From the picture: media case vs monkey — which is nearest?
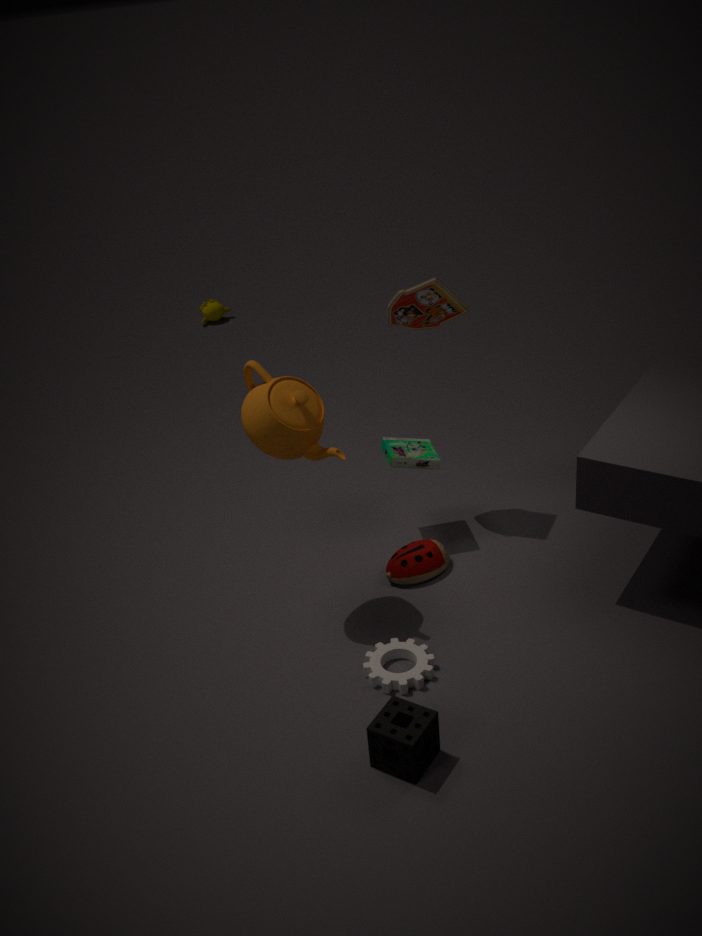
media case
